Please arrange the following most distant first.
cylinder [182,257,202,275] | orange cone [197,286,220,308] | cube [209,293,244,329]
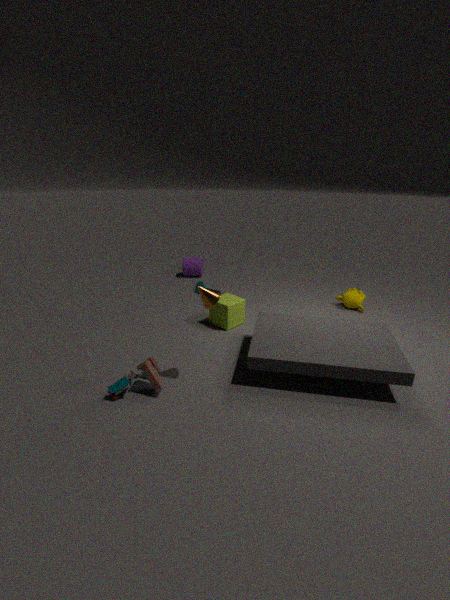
cylinder [182,257,202,275], cube [209,293,244,329], orange cone [197,286,220,308]
